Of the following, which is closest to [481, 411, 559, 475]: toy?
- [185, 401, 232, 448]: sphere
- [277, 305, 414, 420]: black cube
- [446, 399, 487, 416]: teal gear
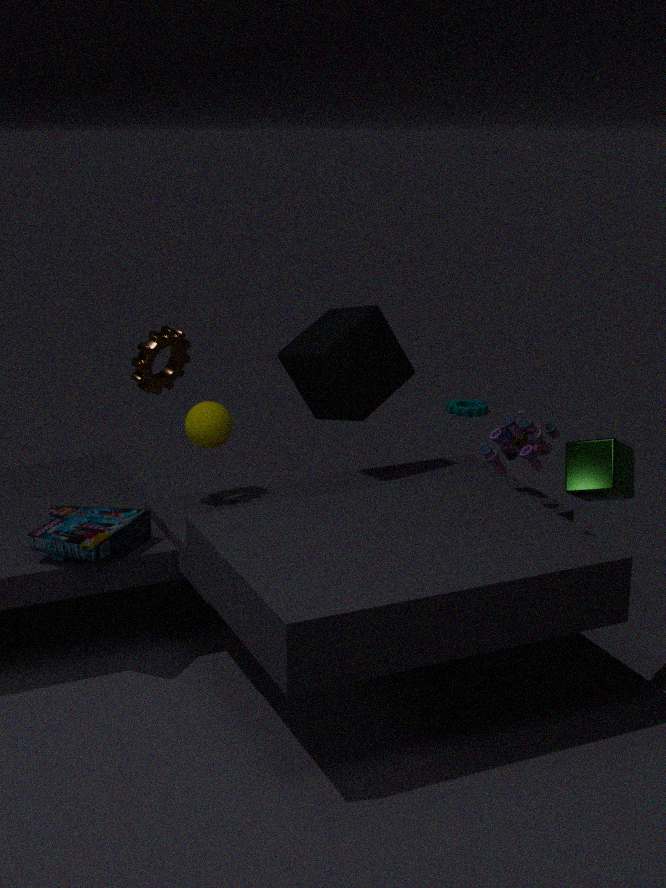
[277, 305, 414, 420]: black cube
